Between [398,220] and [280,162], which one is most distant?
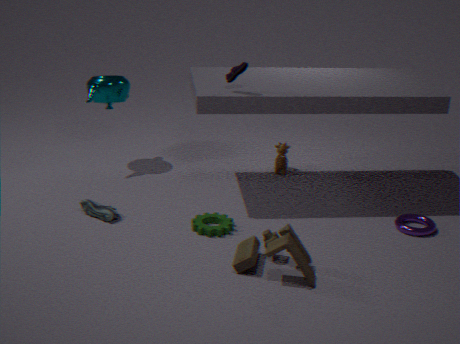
[280,162]
